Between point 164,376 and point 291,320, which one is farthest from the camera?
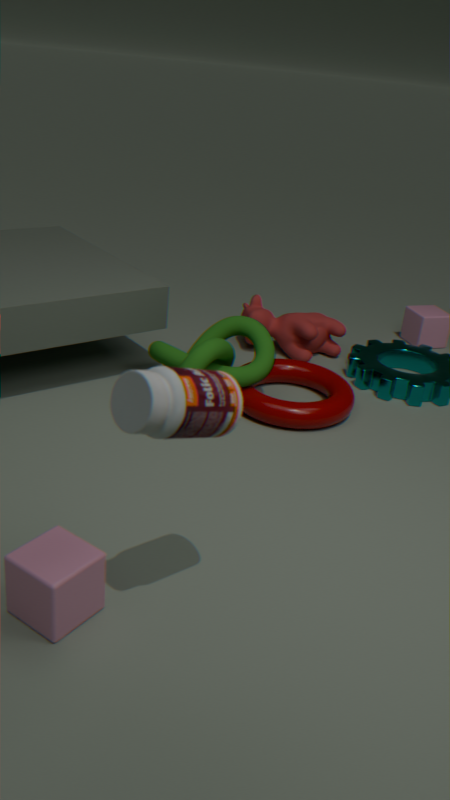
point 291,320
